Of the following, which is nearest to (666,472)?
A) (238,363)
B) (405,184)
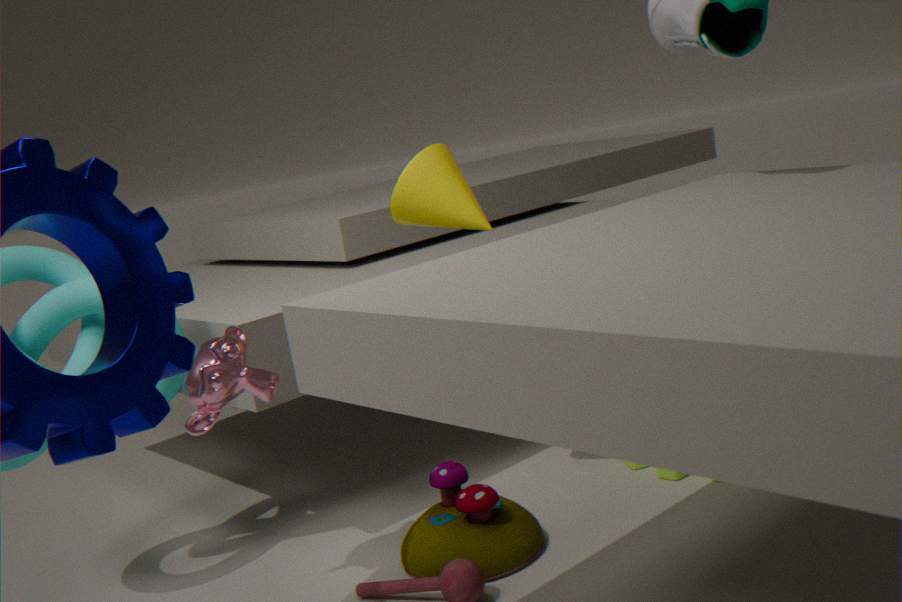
(405,184)
